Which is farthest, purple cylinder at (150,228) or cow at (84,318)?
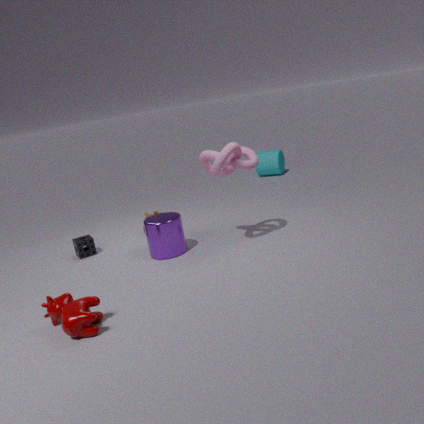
purple cylinder at (150,228)
